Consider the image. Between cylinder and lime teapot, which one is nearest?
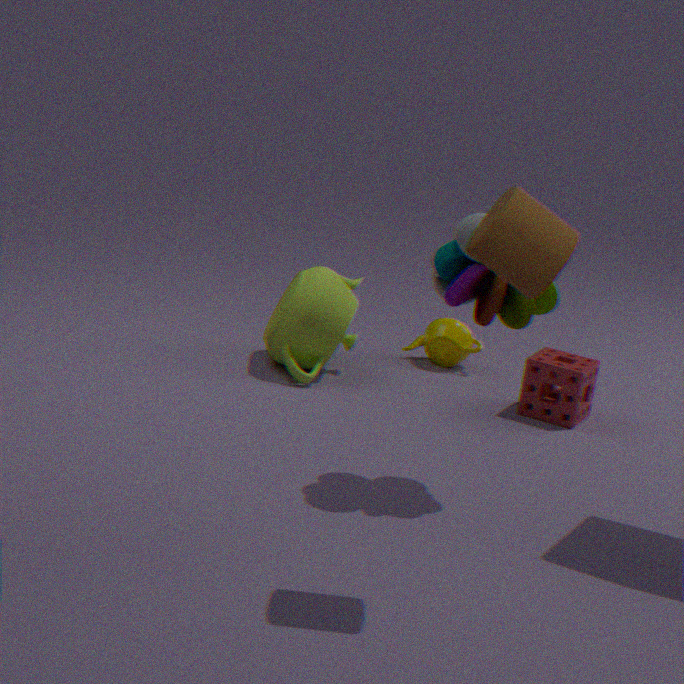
cylinder
